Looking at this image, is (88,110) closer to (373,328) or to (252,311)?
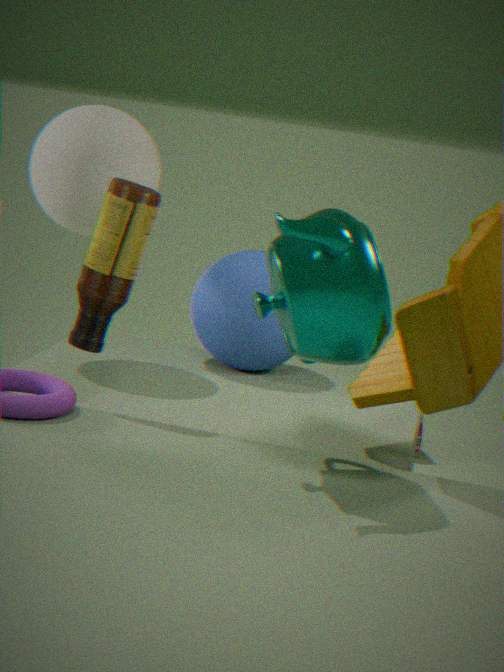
(252,311)
